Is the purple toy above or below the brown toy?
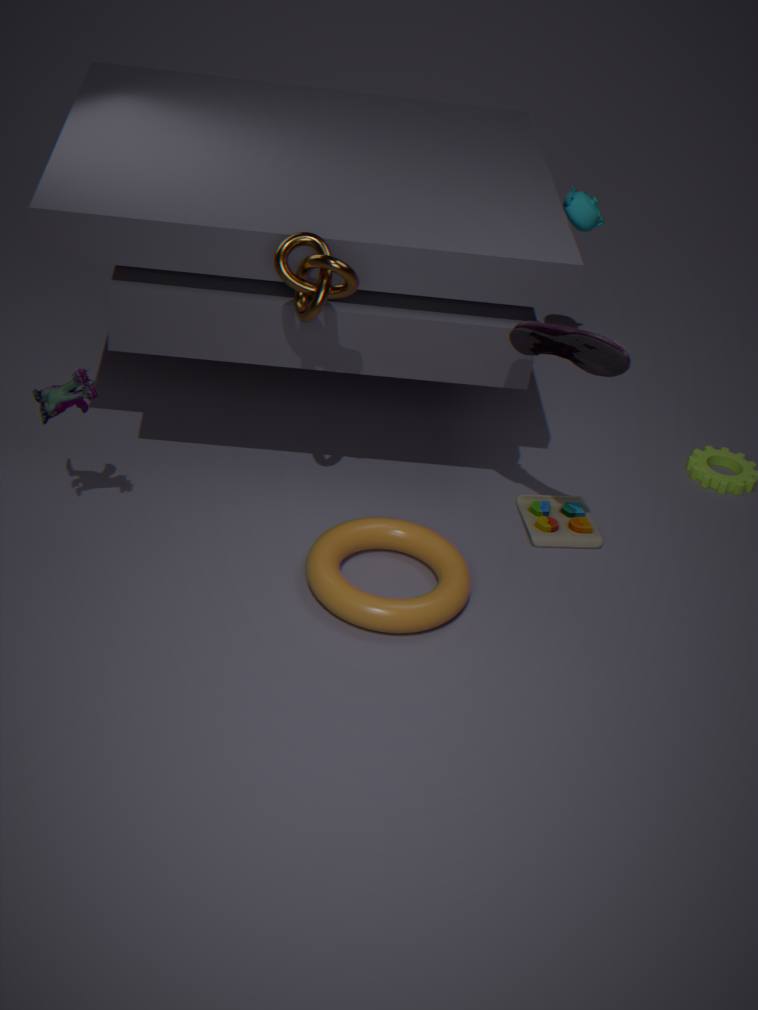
above
